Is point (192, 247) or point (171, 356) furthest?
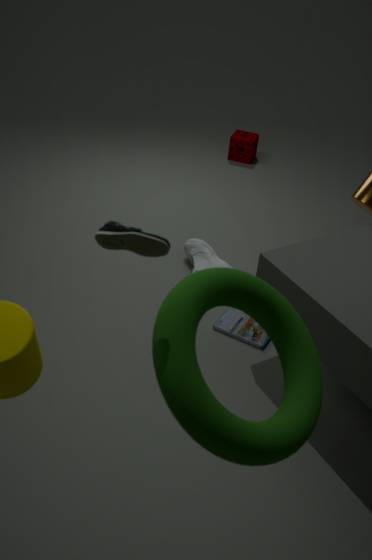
point (192, 247)
